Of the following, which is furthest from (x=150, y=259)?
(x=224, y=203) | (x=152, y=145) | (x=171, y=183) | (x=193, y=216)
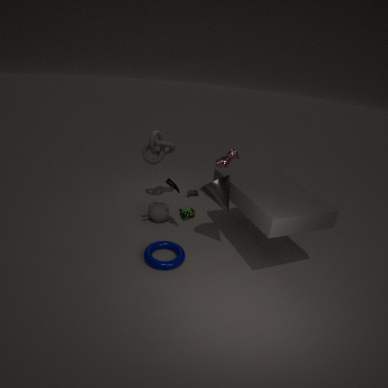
(x=152, y=145)
